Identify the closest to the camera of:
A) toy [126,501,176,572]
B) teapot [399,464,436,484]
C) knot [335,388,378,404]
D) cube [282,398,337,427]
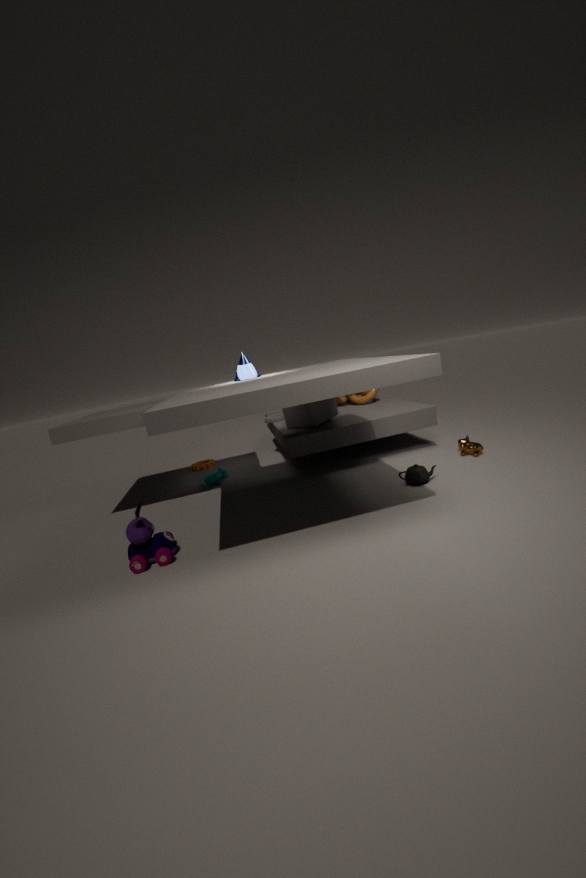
toy [126,501,176,572]
